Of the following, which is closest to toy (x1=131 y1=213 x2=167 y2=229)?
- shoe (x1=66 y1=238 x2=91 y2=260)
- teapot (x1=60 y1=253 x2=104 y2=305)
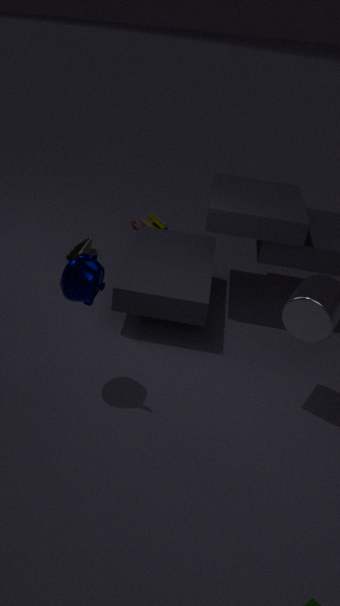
shoe (x1=66 y1=238 x2=91 y2=260)
